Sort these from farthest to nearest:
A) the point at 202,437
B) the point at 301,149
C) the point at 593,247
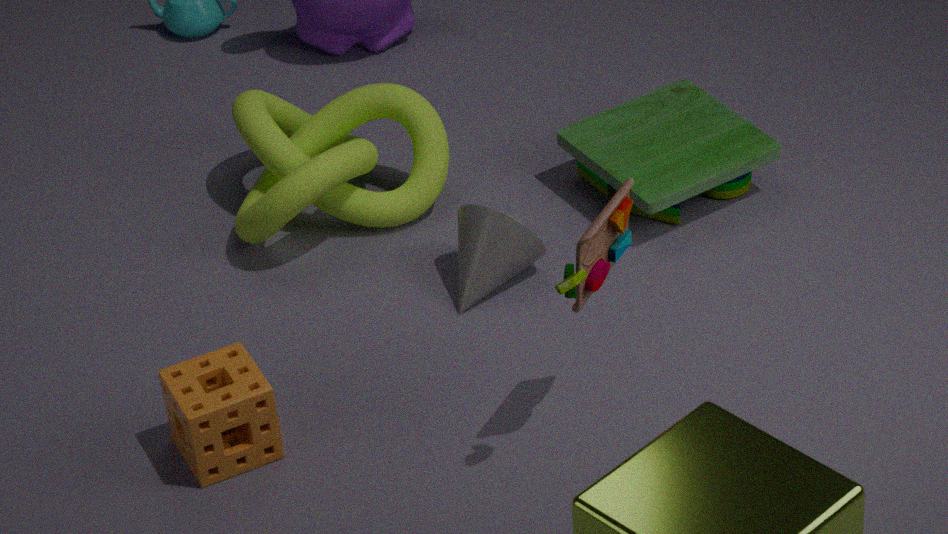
1. the point at 301,149
2. the point at 202,437
3. the point at 593,247
